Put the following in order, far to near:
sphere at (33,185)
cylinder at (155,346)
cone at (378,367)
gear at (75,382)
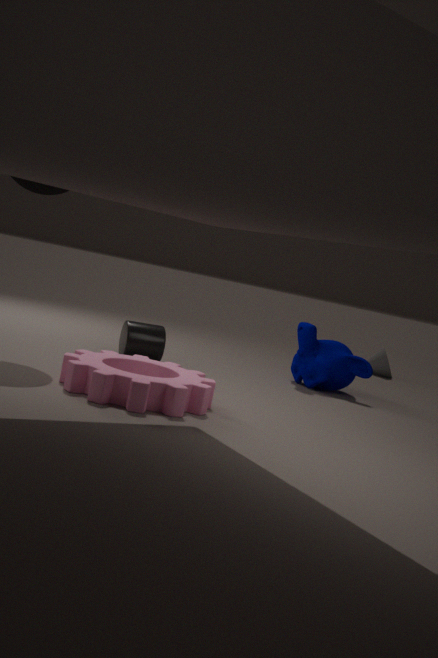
cone at (378,367)
cylinder at (155,346)
sphere at (33,185)
gear at (75,382)
